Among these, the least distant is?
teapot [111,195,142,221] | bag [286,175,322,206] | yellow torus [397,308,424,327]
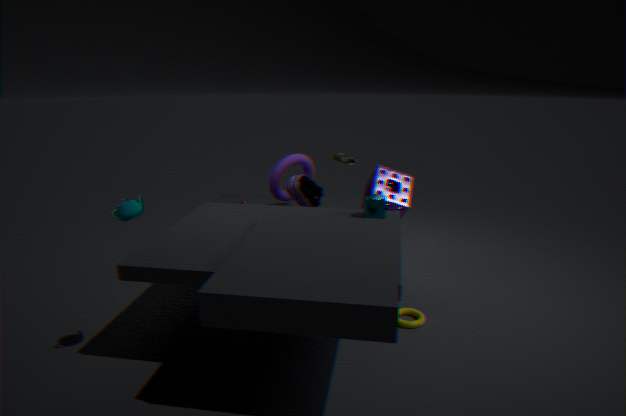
teapot [111,195,142,221]
